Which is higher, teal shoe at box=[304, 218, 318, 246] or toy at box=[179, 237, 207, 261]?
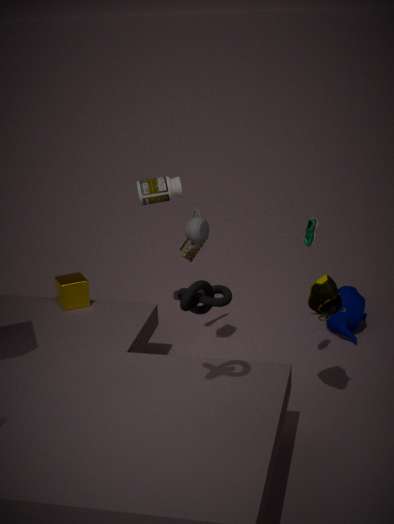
teal shoe at box=[304, 218, 318, 246]
